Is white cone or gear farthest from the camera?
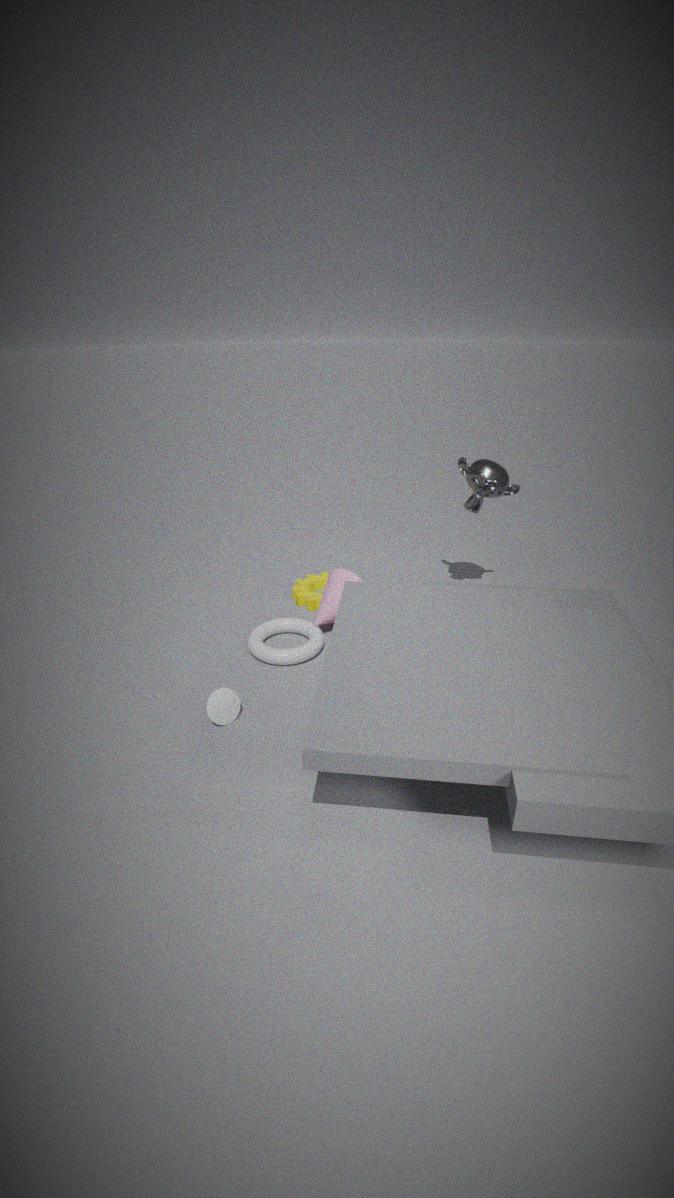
gear
